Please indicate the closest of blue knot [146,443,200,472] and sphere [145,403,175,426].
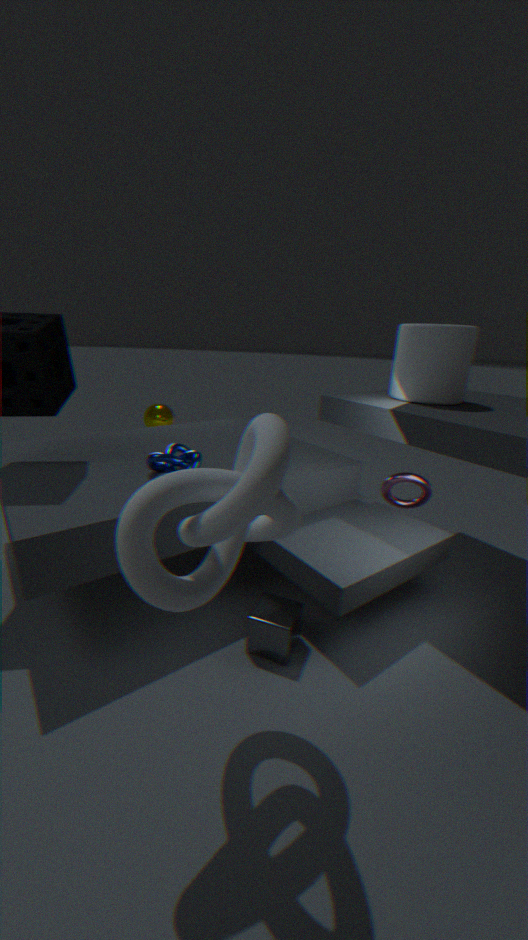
blue knot [146,443,200,472]
